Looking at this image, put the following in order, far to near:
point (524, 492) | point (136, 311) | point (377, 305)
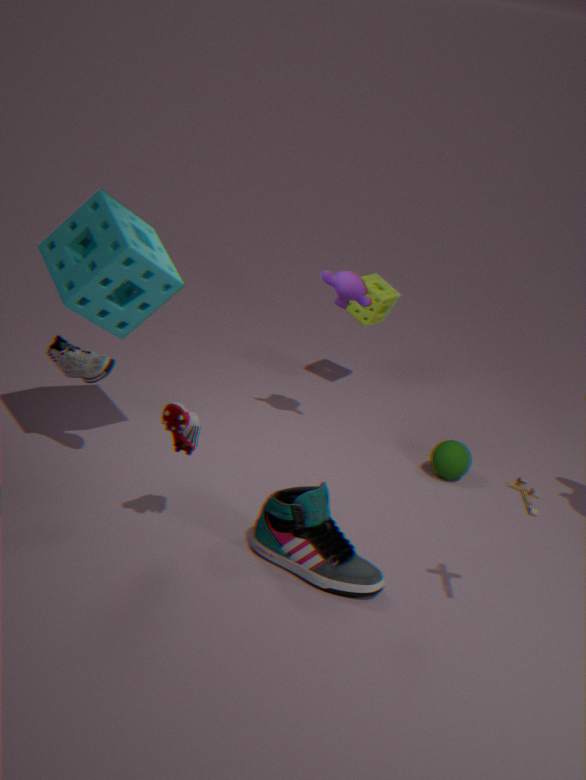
point (377, 305) < point (136, 311) < point (524, 492)
